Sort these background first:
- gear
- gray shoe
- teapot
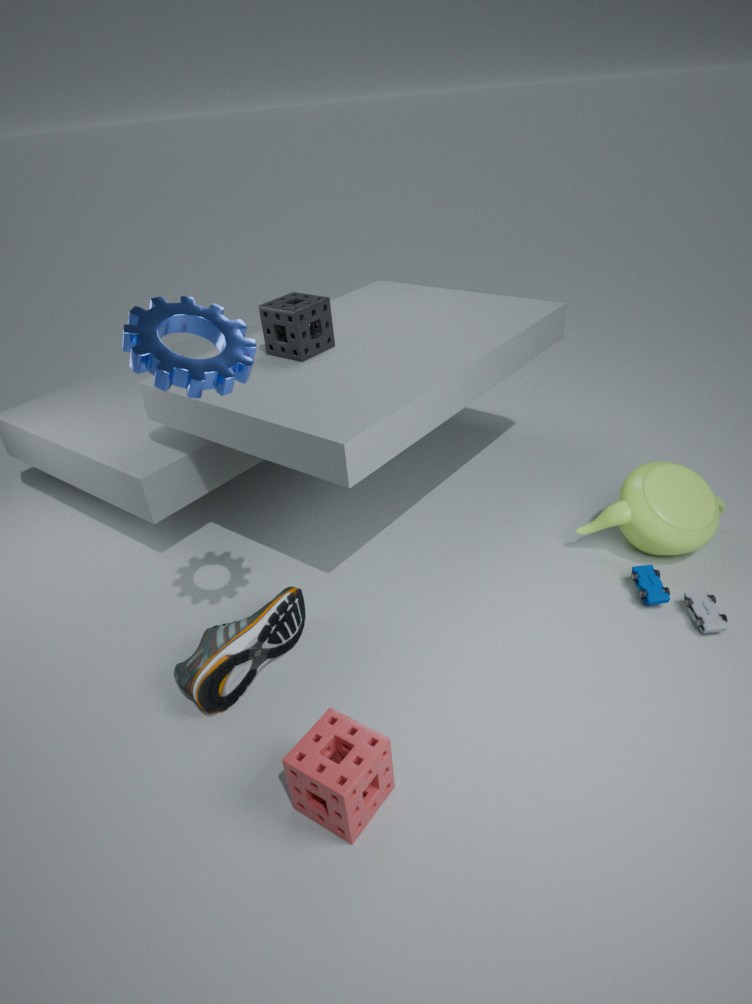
teapot, gray shoe, gear
